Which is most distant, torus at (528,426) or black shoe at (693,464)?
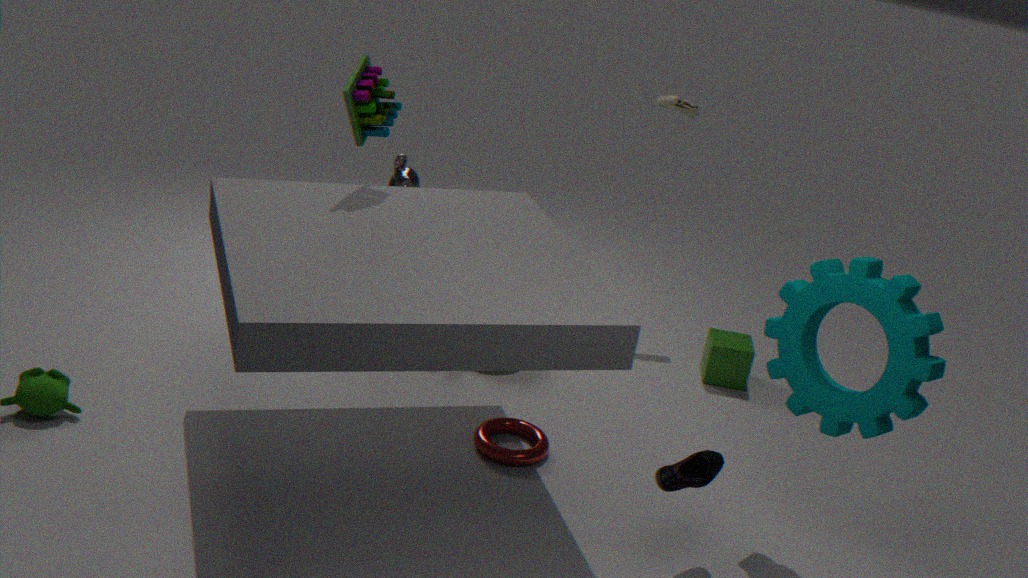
torus at (528,426)
